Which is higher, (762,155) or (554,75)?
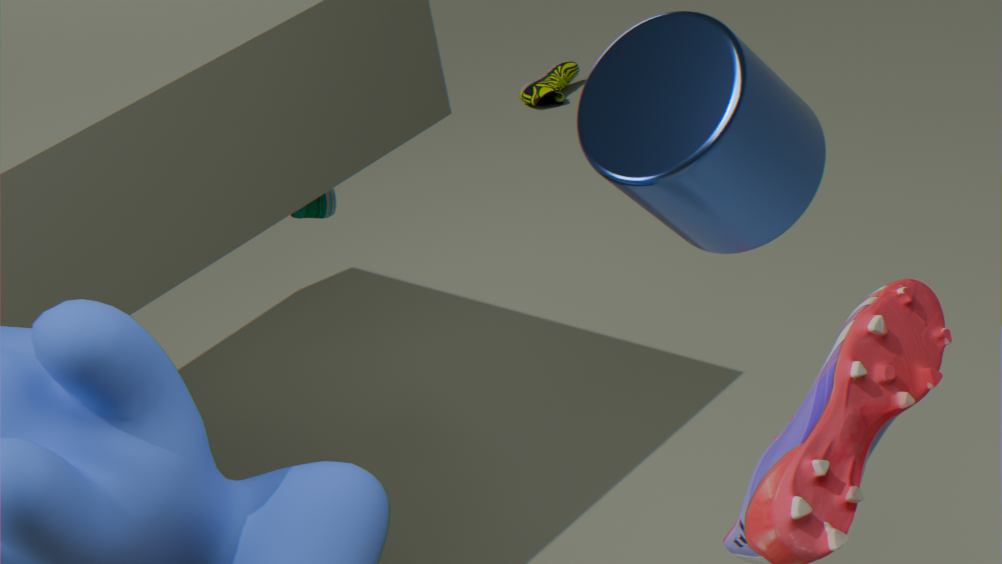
(762,155)
